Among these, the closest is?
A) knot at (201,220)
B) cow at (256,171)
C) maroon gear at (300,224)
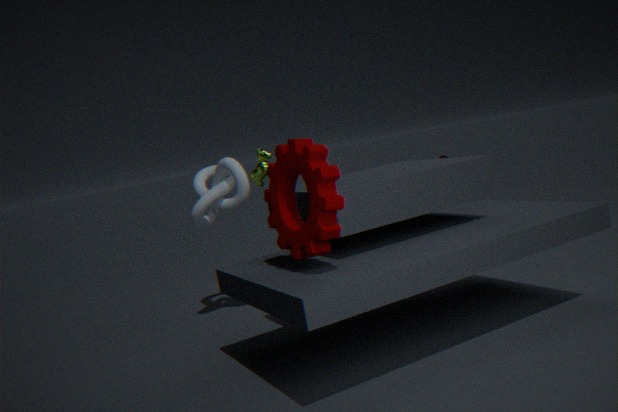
maroon gear at (300,224)
